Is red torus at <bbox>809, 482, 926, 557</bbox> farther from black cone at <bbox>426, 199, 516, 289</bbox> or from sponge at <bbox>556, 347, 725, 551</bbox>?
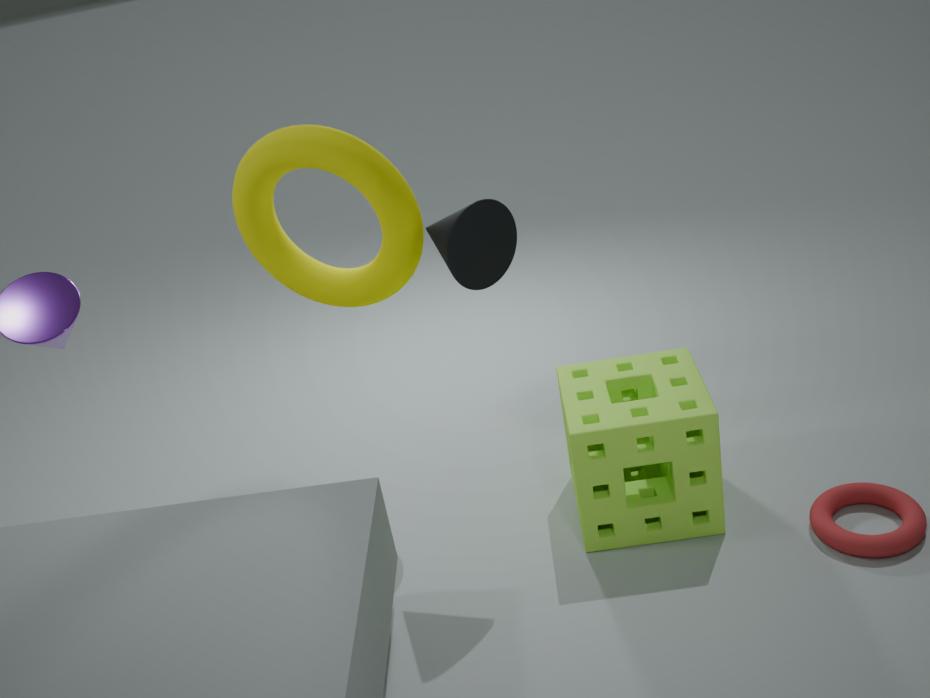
black cone at <bbox>426, 199, 516, 289</bbox>
